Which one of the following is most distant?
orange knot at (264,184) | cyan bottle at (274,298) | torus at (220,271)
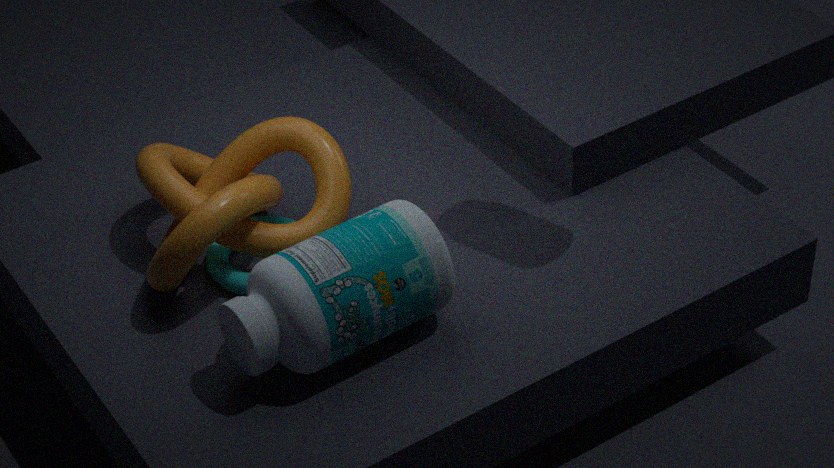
torus at (220,271)
